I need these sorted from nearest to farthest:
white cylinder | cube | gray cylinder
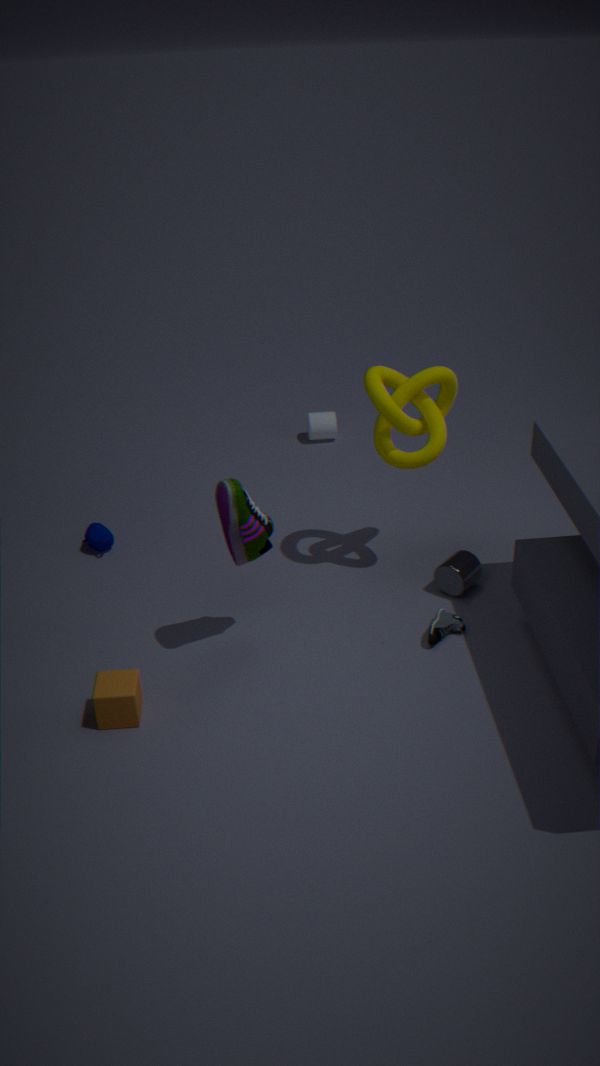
1. cube
2. gray cylinder
3. white cylinder
